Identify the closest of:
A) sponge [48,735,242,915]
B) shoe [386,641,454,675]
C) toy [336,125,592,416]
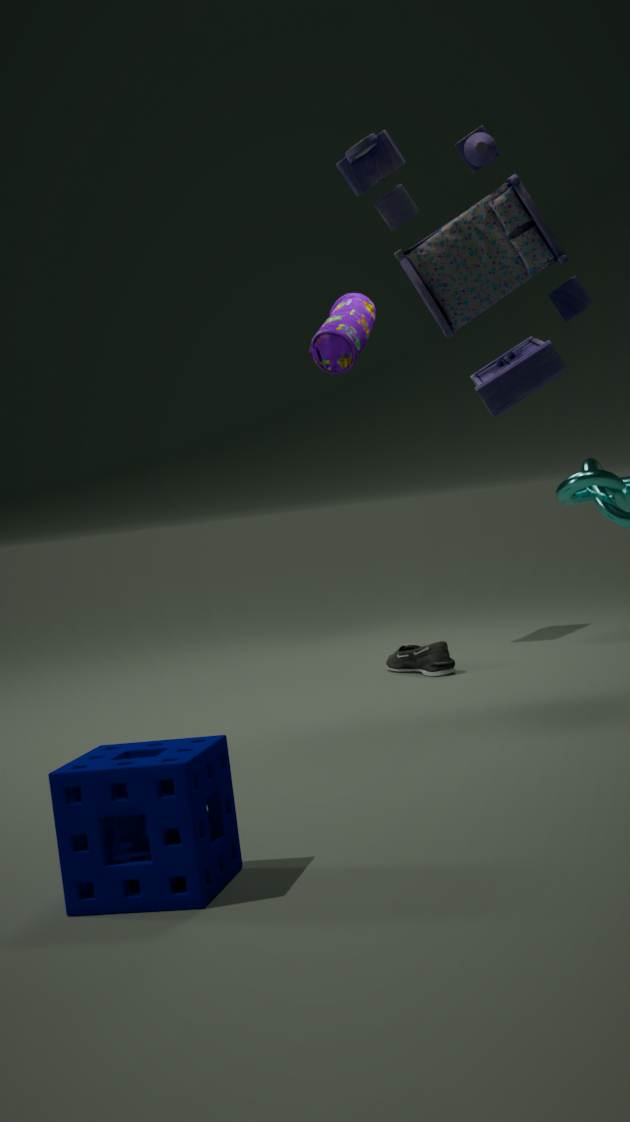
sponge [48,735,242,915]
